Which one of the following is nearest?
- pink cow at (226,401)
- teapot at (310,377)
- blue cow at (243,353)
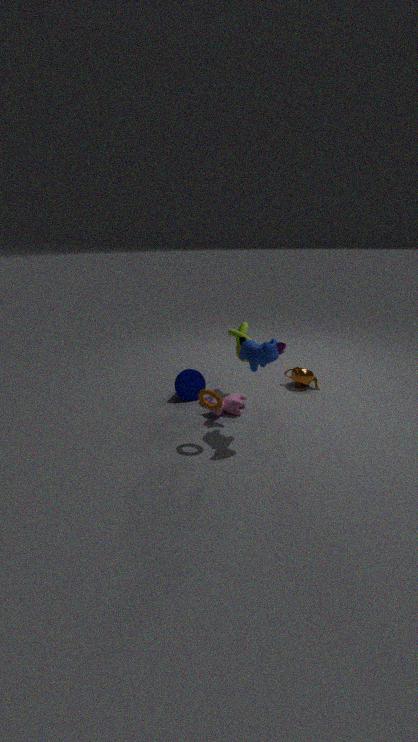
blue cow at (243,353)
